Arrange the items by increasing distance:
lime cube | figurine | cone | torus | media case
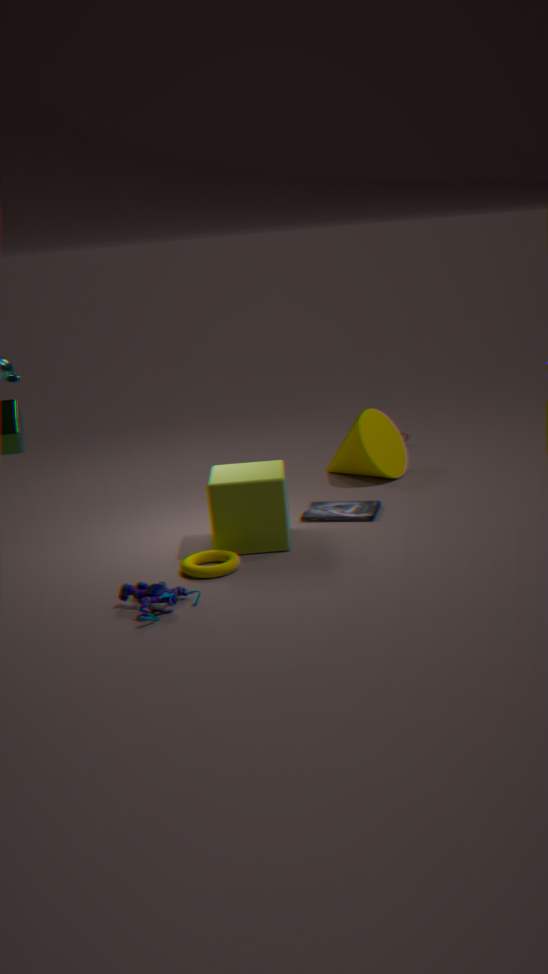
figurine → torus → lime cube → media case → cone
